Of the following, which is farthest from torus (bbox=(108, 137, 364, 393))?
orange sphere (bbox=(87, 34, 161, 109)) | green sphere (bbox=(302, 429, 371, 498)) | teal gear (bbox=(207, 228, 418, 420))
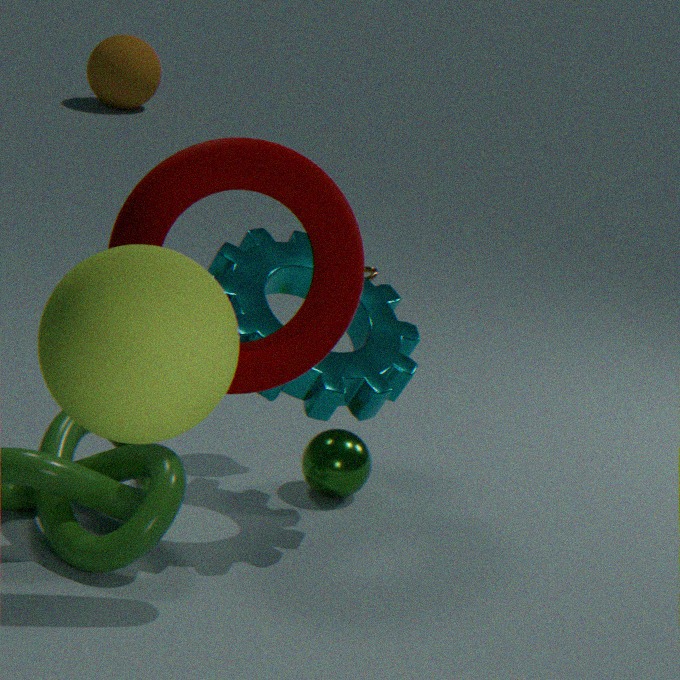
orange sphere (bbox=(87, 34, 161, 109))
